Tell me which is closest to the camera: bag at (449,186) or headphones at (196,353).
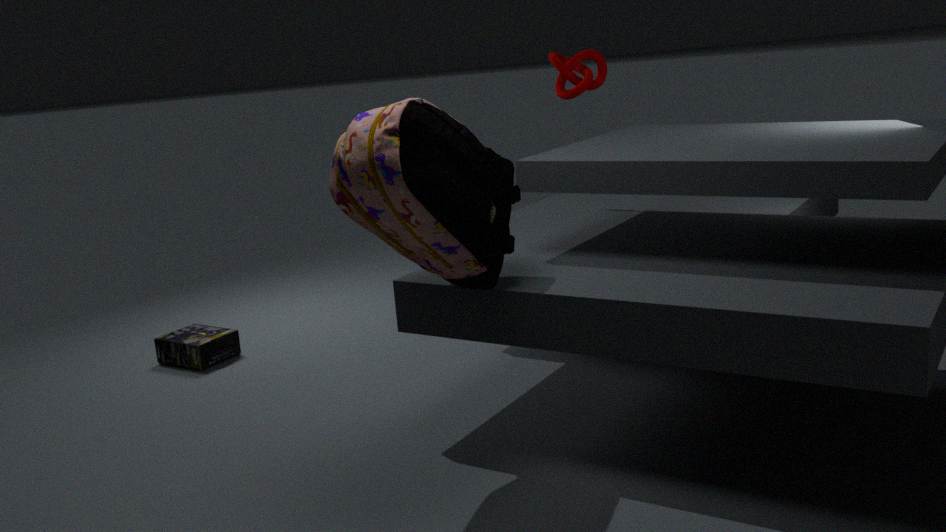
bag at (449,186)
